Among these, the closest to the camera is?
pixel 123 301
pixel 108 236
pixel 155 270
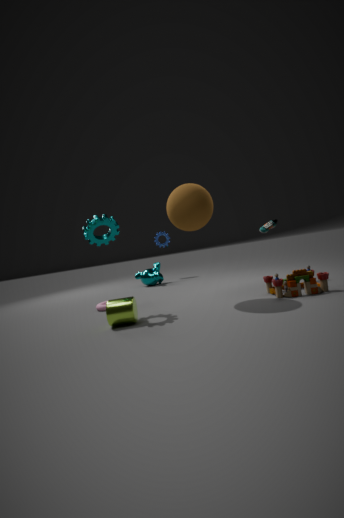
pixel 123 301
